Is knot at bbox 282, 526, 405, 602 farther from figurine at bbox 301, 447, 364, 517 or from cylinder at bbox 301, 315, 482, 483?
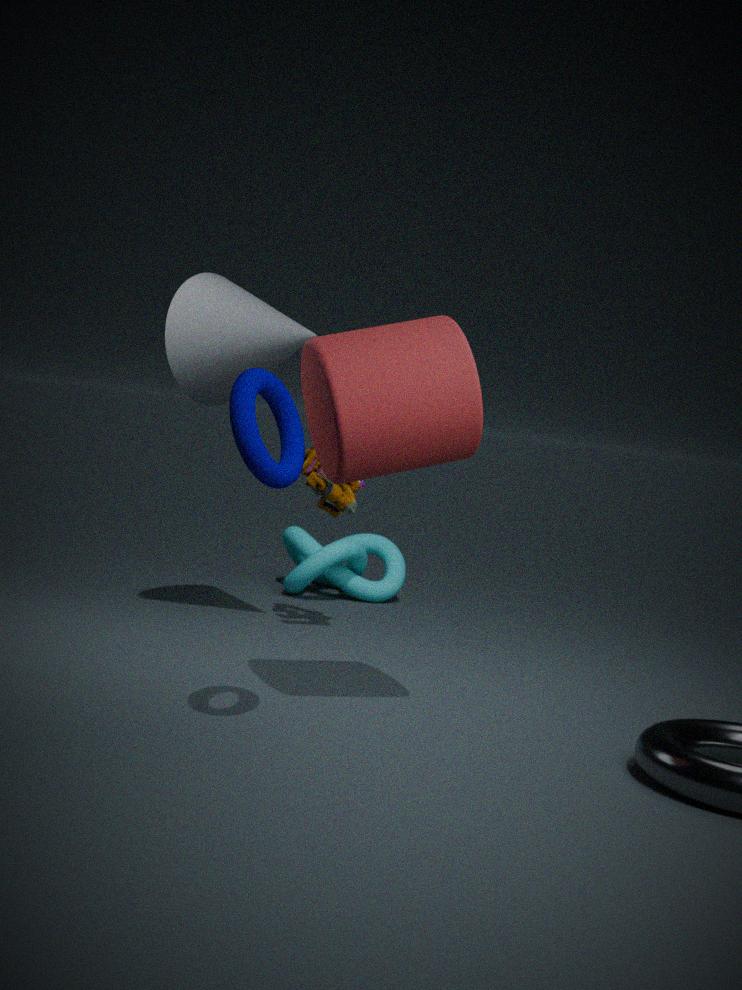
cylinder at bbox 301, 315, 482, 483
